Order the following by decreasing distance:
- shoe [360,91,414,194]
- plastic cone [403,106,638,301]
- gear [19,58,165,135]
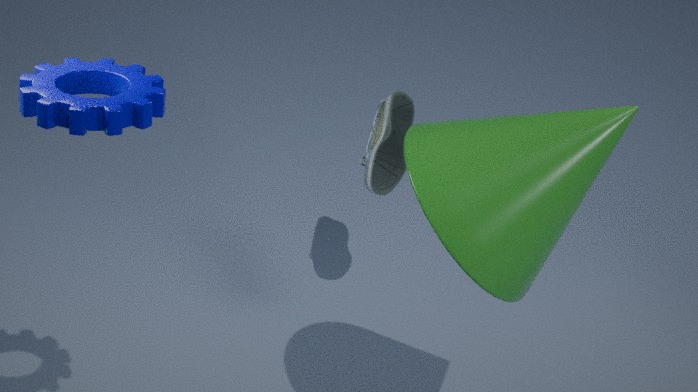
shoe [360,91,414,194] < plastic cone [403,106,638,301] < gear [19,58,165,135]
